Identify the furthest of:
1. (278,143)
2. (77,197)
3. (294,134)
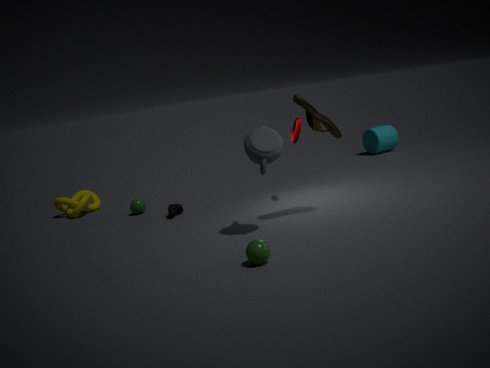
(77,197)
